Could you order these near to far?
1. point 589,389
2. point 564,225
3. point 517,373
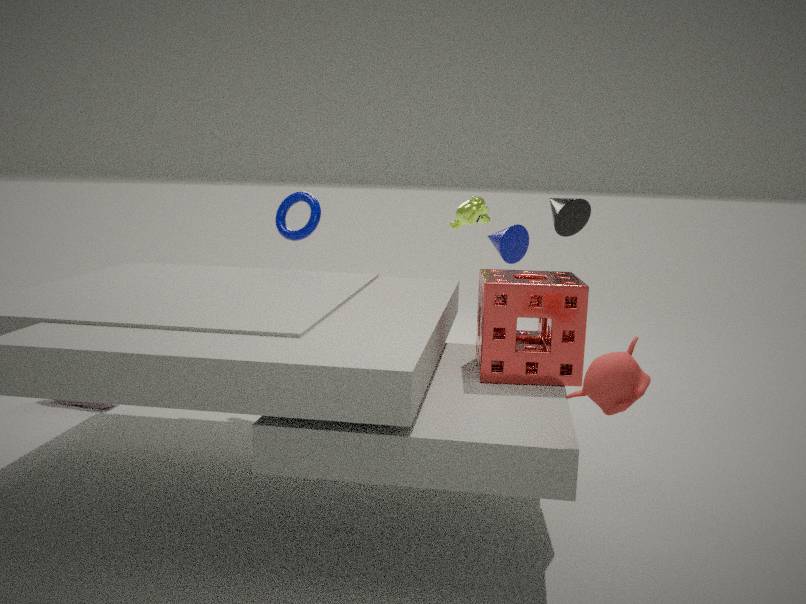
point 589,389, point 517,373, point 564,225
